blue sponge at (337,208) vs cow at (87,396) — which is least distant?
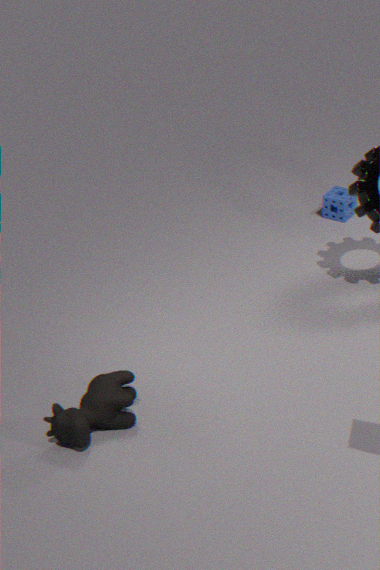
cow at (87,396)
